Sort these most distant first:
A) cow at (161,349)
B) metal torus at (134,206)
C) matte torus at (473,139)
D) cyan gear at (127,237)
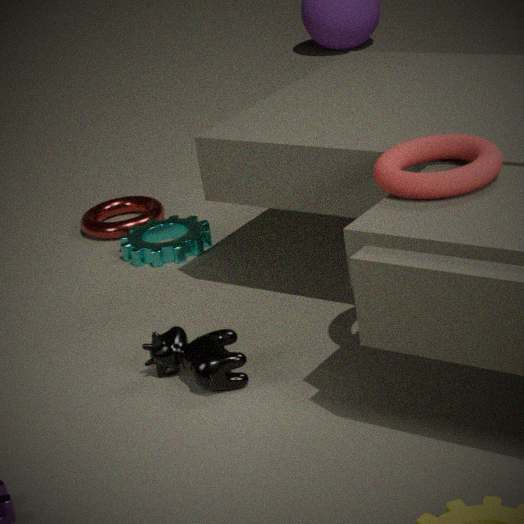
metal torus at (134,206) → cyan gear at (127,237) → cow at (161,349) → matte torus at (473,139)
